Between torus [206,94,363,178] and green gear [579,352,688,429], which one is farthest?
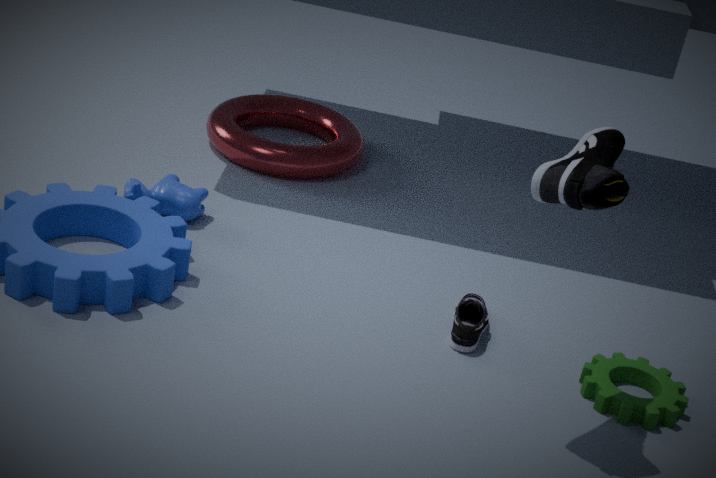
torus [206,94,363,178]
